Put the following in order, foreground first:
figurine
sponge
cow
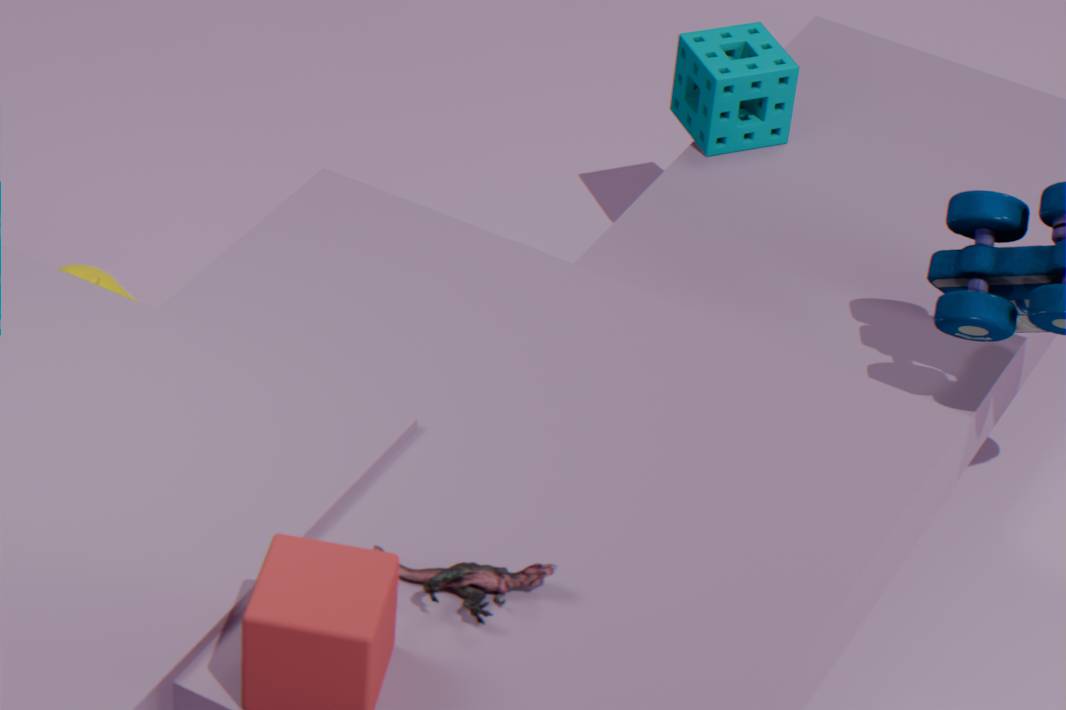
figurine
cow
sponge
